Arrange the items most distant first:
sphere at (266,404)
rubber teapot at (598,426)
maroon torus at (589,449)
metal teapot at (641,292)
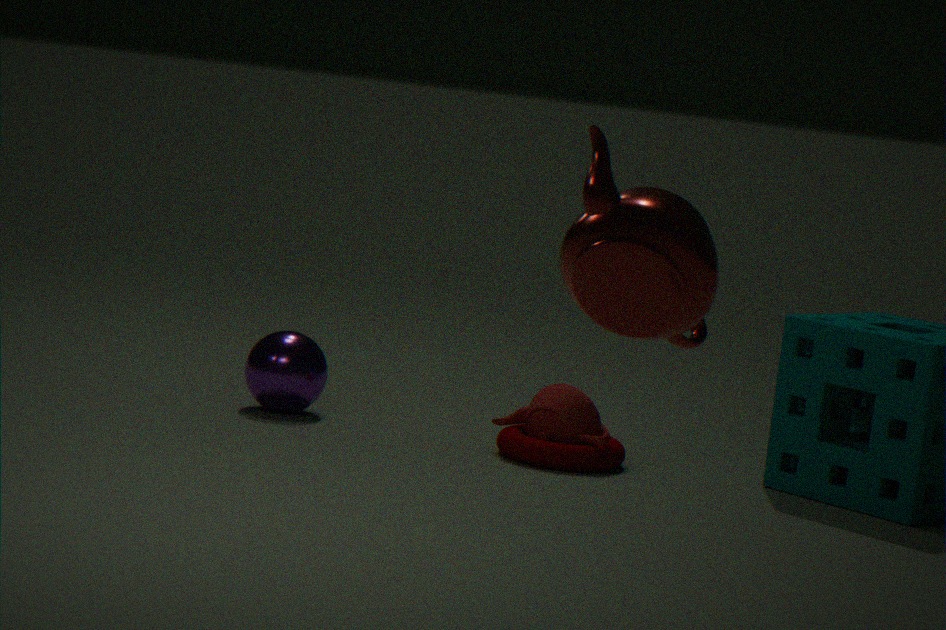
1. sphere at (266,404)
2. rubber teapot at (598,426)
3. maroon torus at (589,449)
4. metal teapot at (641,292)
